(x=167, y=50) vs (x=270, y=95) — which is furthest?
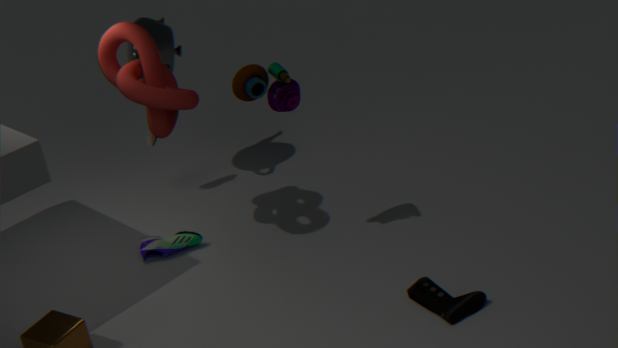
(x=167, y=50)
